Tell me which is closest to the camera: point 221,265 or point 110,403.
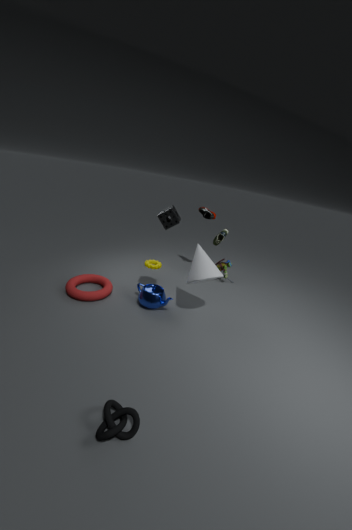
point 110,403
